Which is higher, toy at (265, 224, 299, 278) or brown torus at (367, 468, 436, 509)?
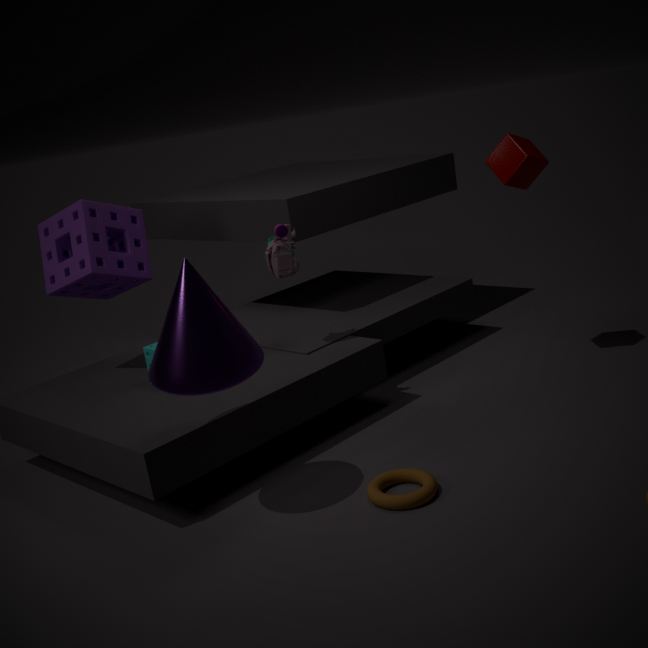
toy at (265, 224, 299, 278)
